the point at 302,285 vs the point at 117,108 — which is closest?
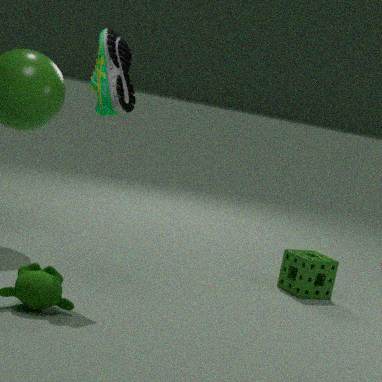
the point at 117,108
